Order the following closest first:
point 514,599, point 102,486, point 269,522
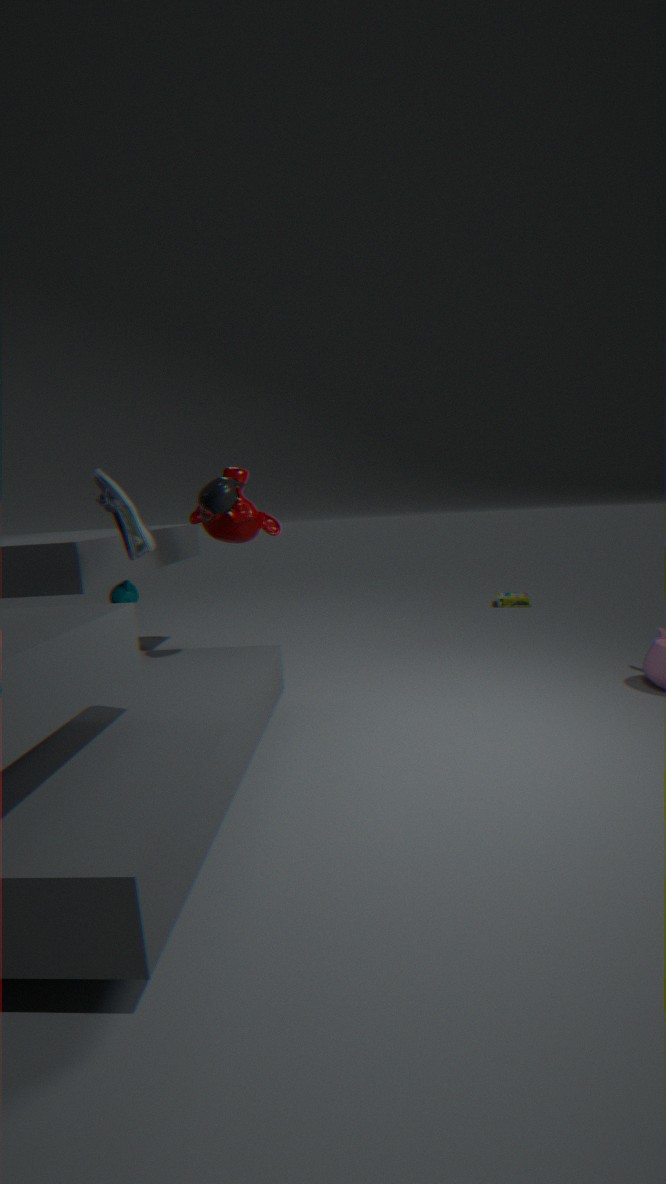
point 102,486 → point 269,522 → point 514,599
